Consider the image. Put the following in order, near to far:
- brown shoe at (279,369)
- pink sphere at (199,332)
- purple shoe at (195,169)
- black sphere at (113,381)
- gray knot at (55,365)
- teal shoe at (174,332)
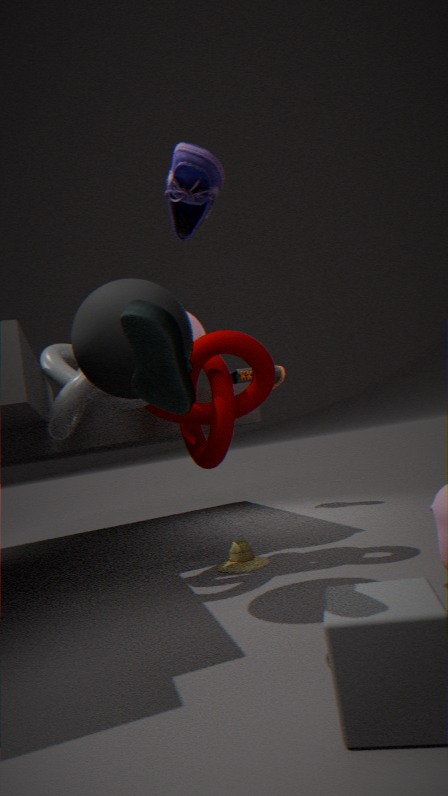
teal shoe at (174,332) < purple shoe at (195,169) < black sphere at (113,381) < gray knot at (55,365) < pink sphere at (199,332) < brown shoe at (279,369)
